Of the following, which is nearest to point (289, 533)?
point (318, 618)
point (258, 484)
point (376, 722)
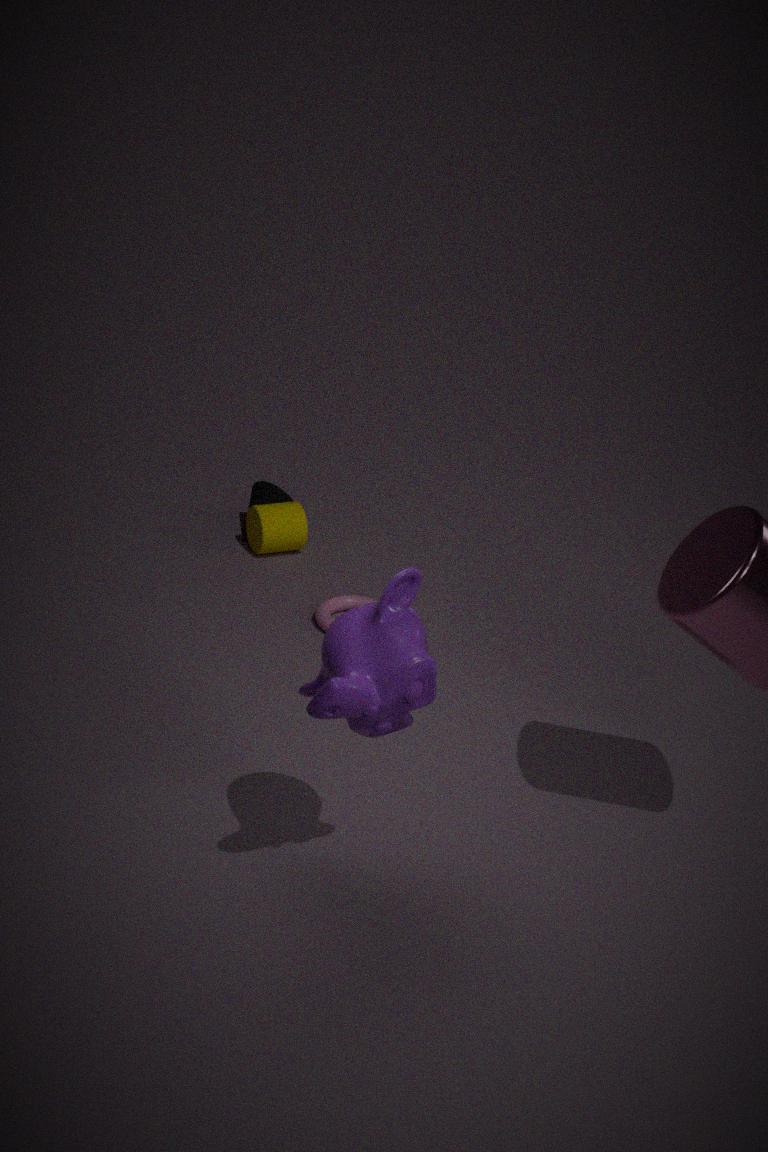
point (258, 484)
